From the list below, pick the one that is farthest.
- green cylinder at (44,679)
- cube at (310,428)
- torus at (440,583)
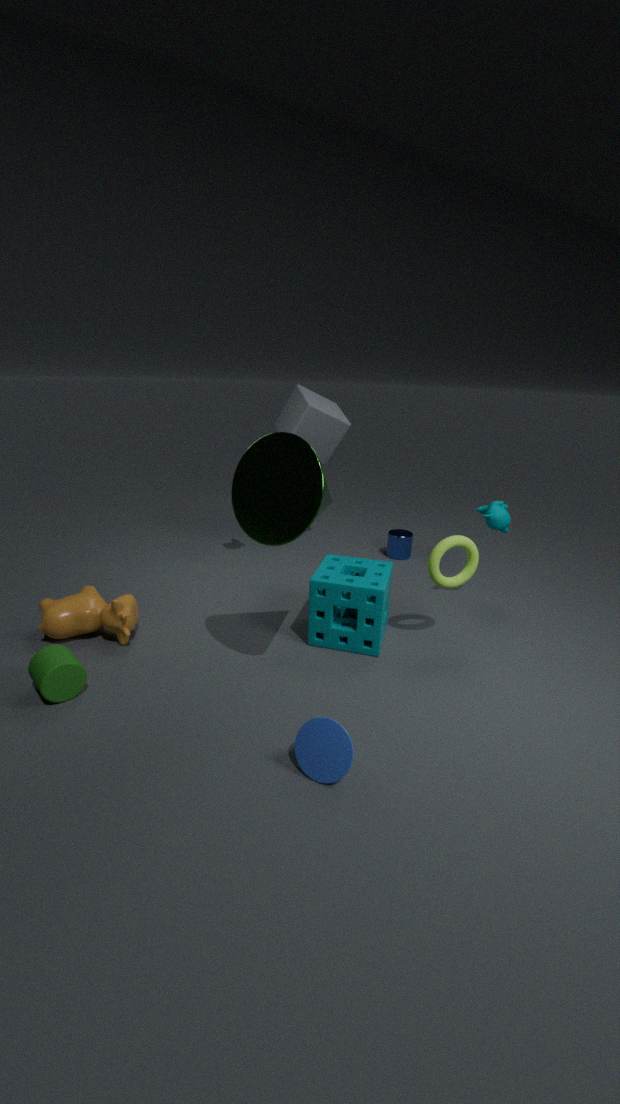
cube at (310,428)
